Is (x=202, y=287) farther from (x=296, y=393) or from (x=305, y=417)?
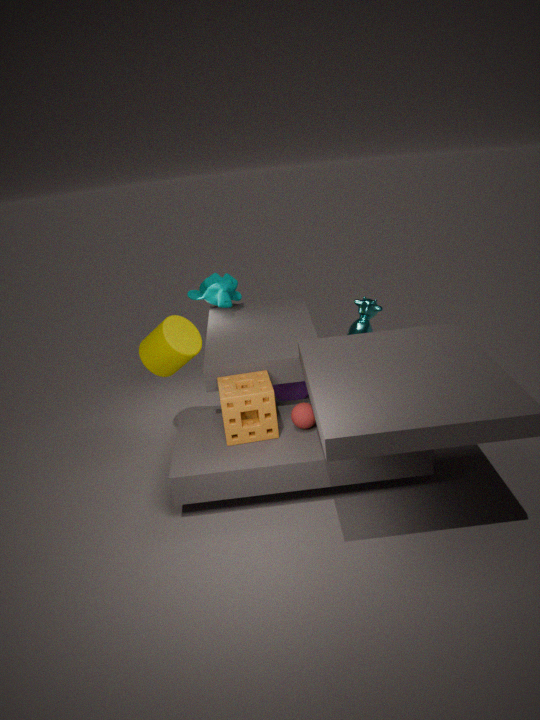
(x=305, y=417)
